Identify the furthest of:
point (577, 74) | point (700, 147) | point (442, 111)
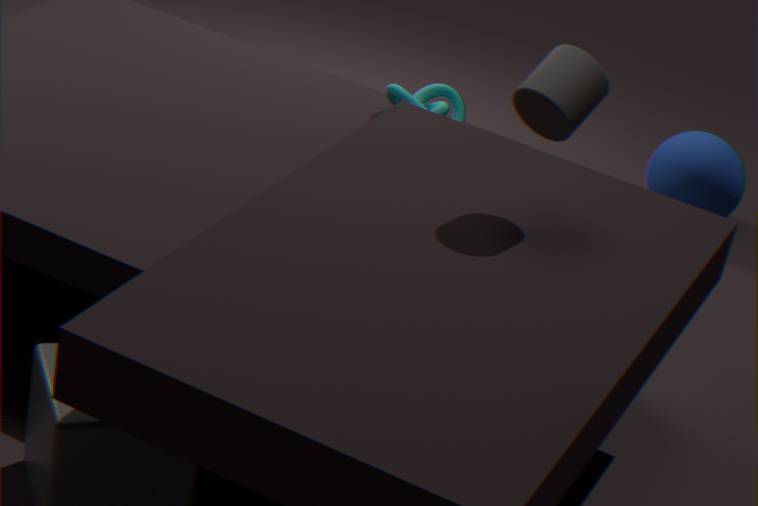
point (700, 147)
